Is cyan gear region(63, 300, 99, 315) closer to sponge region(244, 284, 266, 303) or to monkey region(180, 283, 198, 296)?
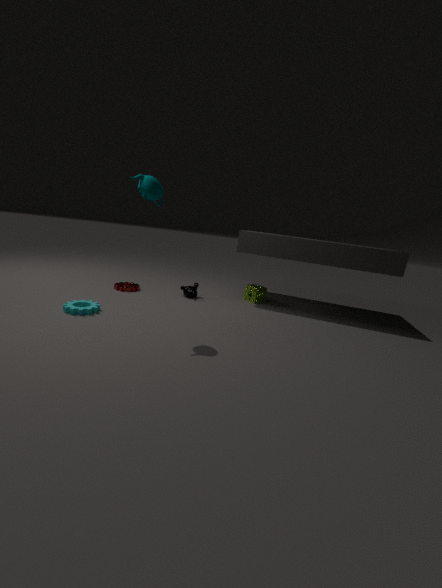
monkey region(180, 283, 198, 296)
